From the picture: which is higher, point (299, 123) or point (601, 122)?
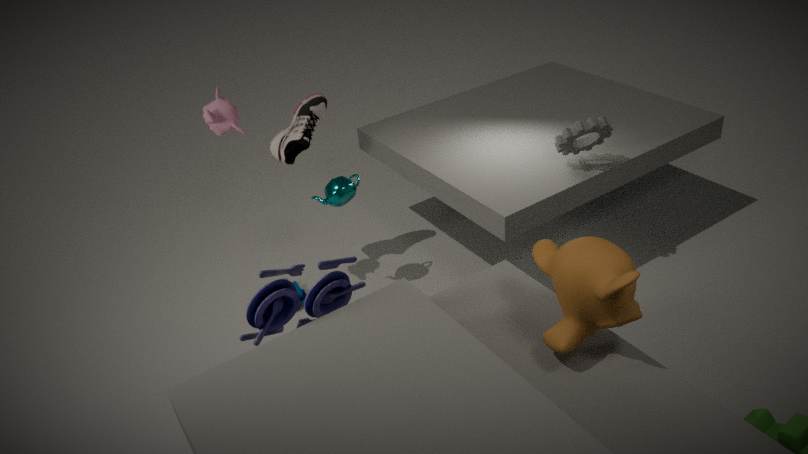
point (299, 123)
